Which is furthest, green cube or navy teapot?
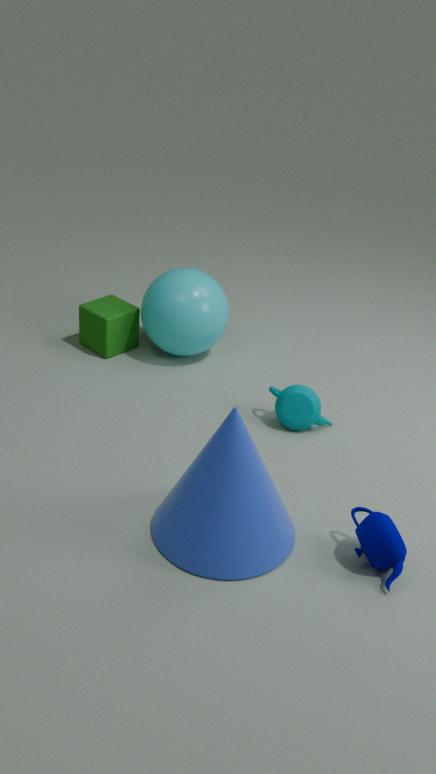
green cube
